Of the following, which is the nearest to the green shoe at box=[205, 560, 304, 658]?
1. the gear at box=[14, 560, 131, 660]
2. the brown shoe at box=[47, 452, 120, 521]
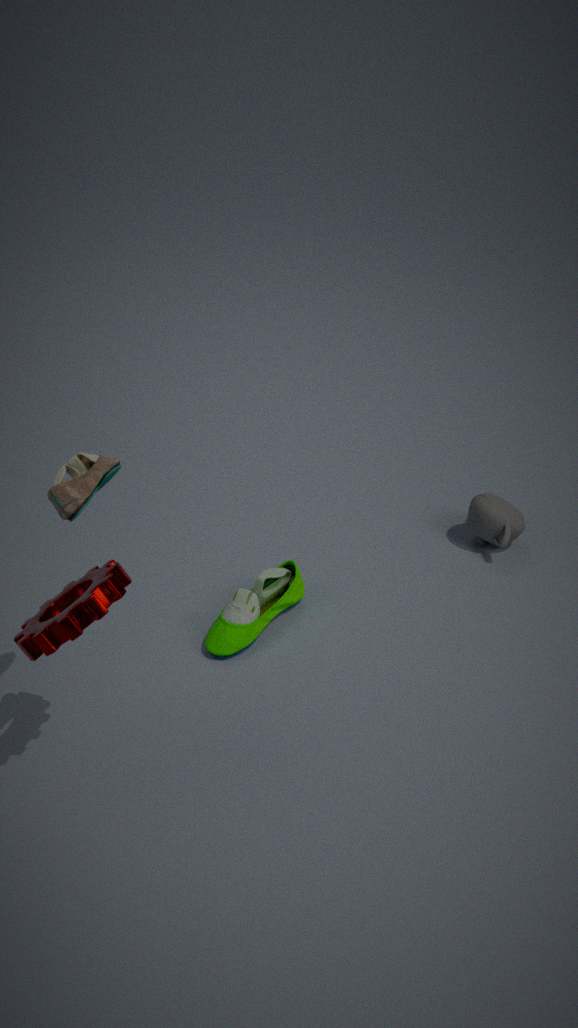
the gear at box=[14, 560, 131, 660]
